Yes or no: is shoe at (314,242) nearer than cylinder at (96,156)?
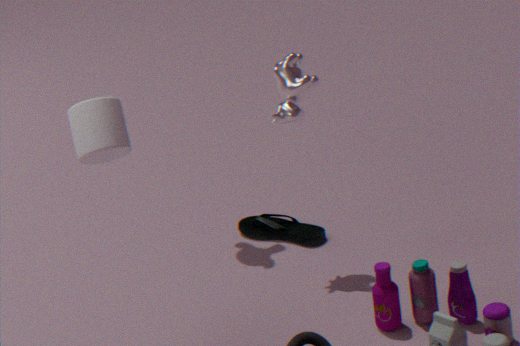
No
